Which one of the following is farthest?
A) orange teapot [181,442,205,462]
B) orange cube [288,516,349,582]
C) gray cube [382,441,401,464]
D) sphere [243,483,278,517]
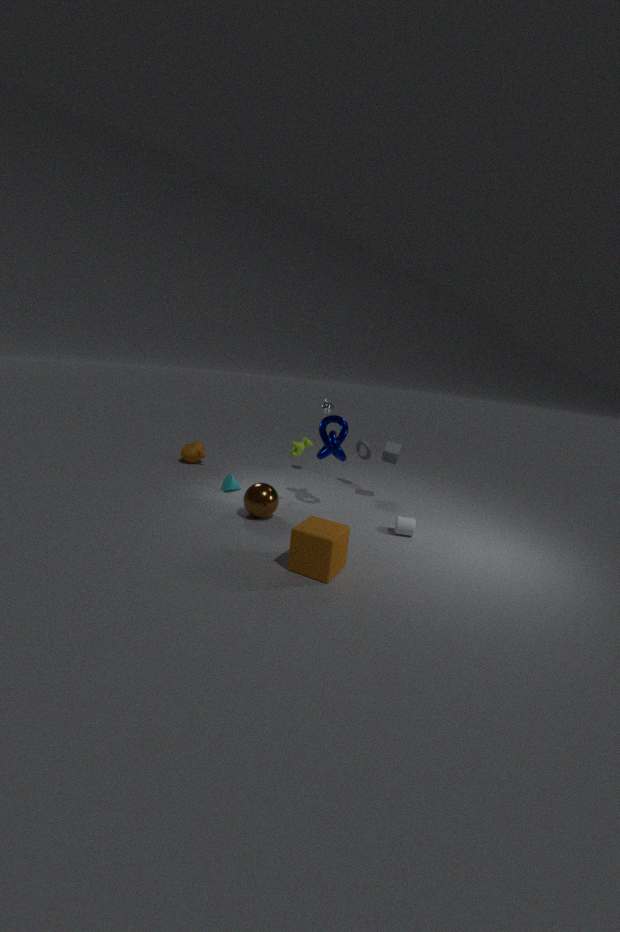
orange teapot [181,442,205,462]
